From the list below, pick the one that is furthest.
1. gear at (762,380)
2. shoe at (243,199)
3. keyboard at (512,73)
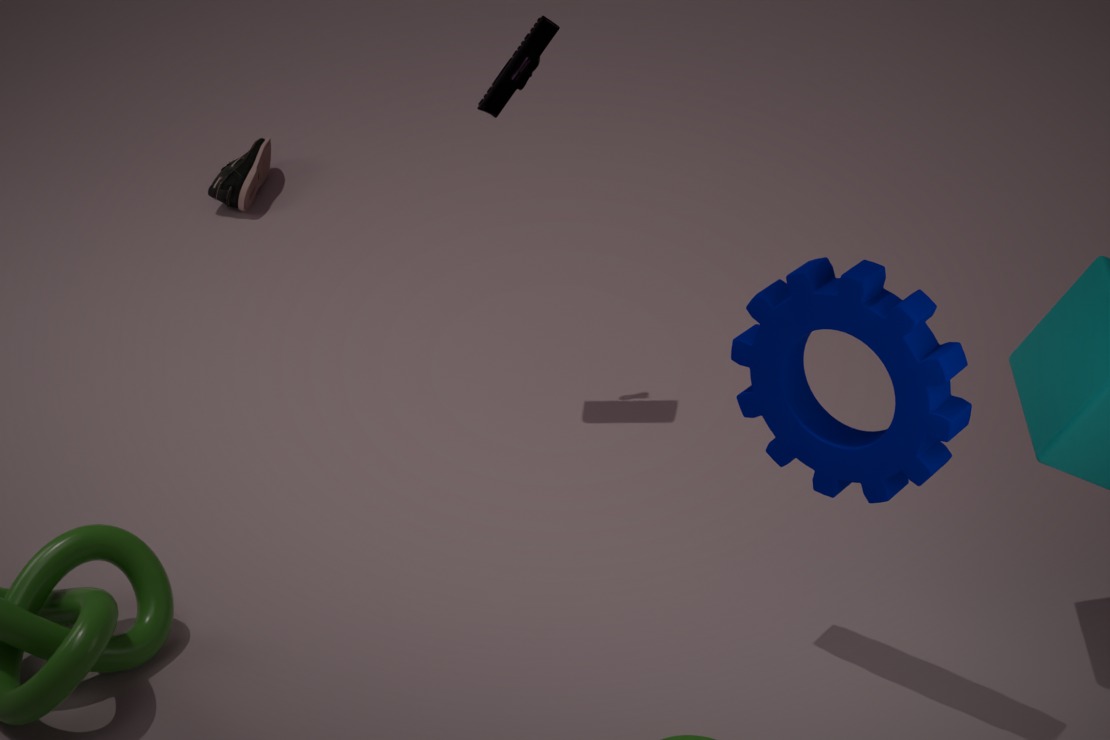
shoe at (243,199)
